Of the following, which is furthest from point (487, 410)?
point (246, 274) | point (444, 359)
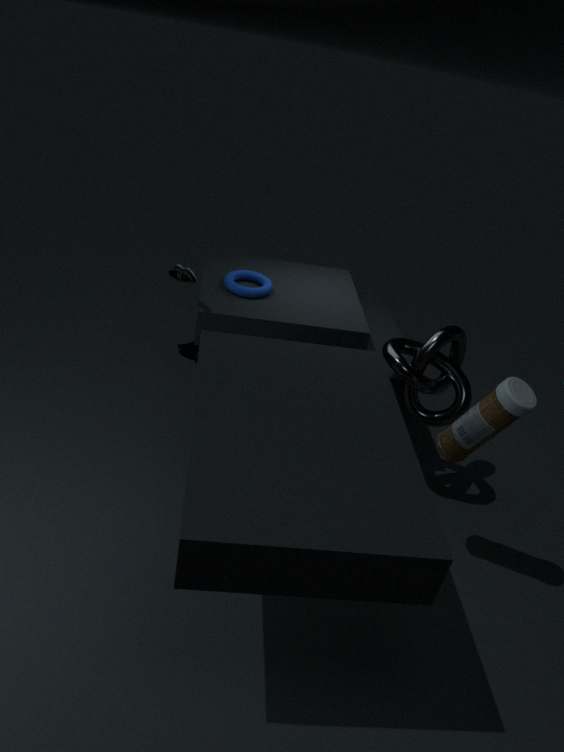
point (246, 274)
